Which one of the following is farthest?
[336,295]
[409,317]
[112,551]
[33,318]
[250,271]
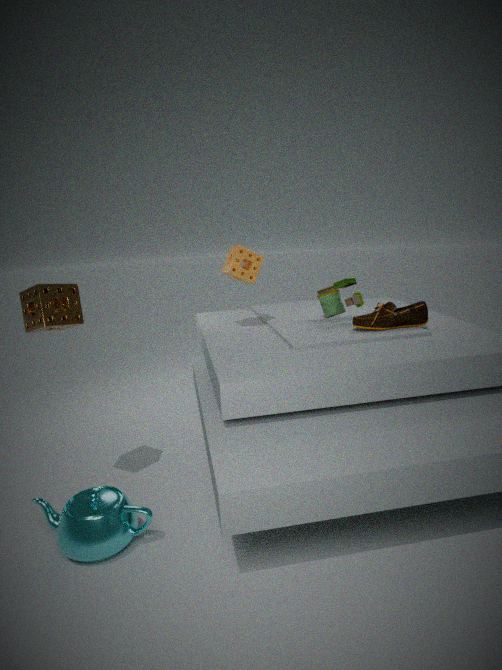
[336,295]
